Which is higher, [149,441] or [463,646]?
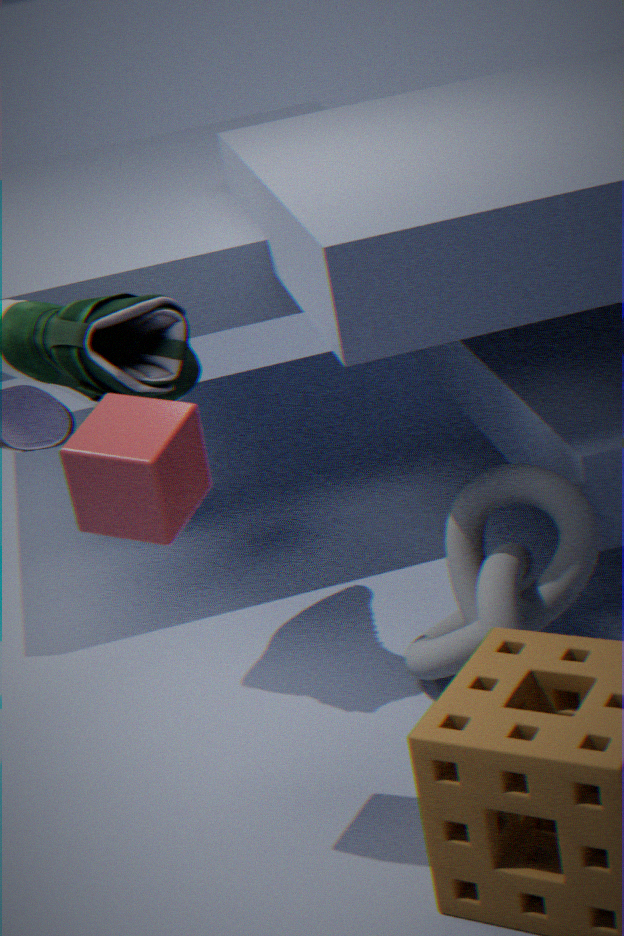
[149,441]
